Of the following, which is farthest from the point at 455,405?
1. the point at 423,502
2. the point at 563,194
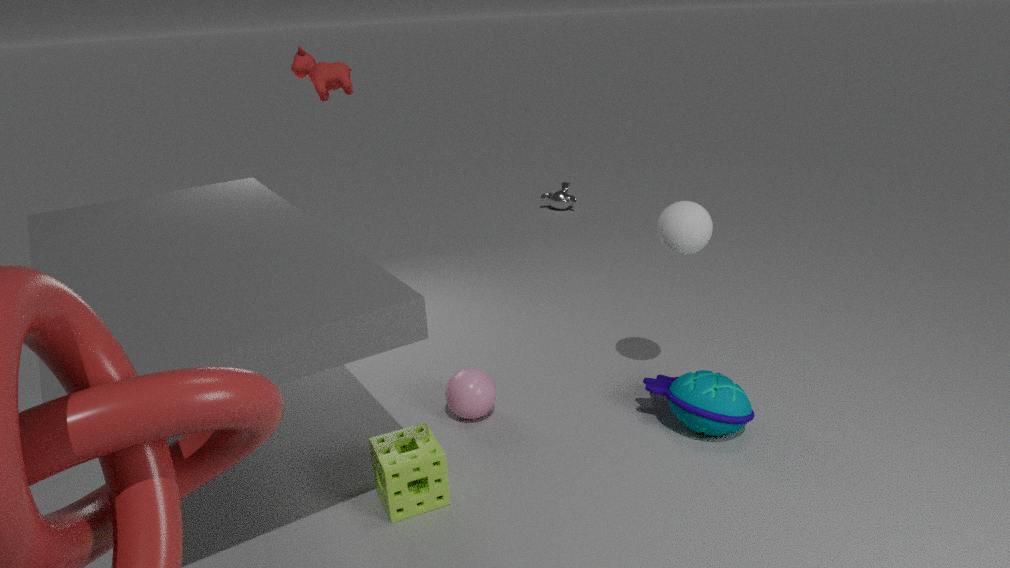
the point at 563,194
